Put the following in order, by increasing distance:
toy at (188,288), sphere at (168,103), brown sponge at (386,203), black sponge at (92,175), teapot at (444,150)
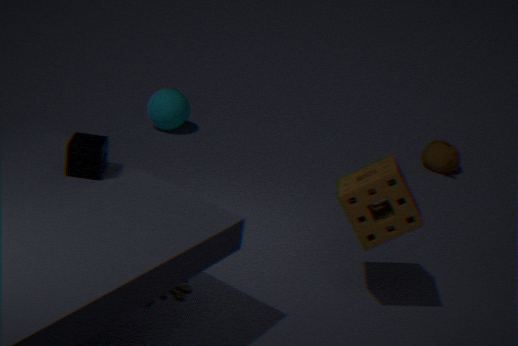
black sponge at (92,175) → brown sponge at (386,203) → toy at (188,288) → sphere at (168,103) → teapot at (444,150)
